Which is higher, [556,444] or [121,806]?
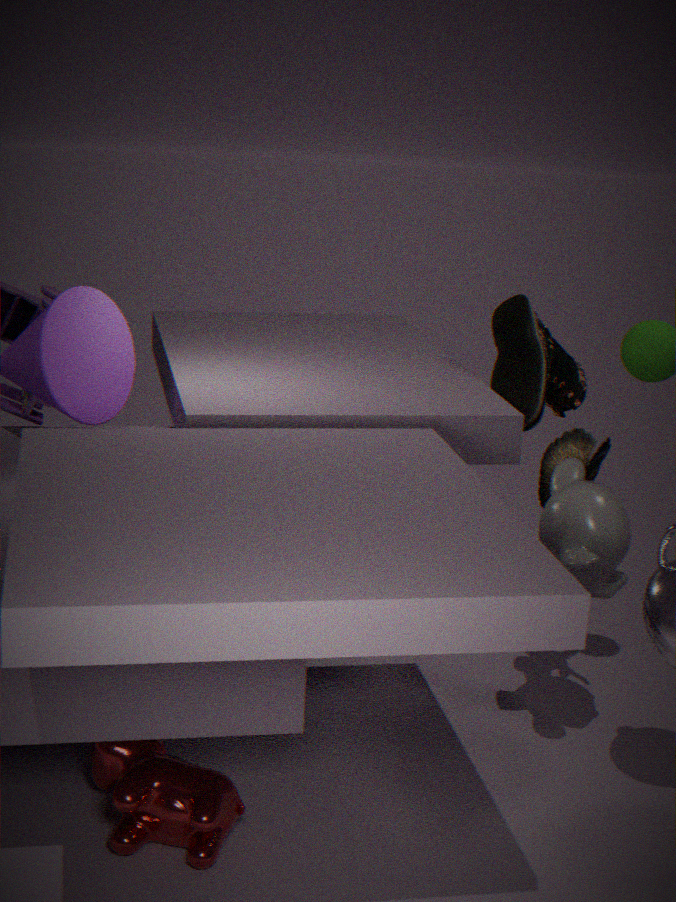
[556,444]
